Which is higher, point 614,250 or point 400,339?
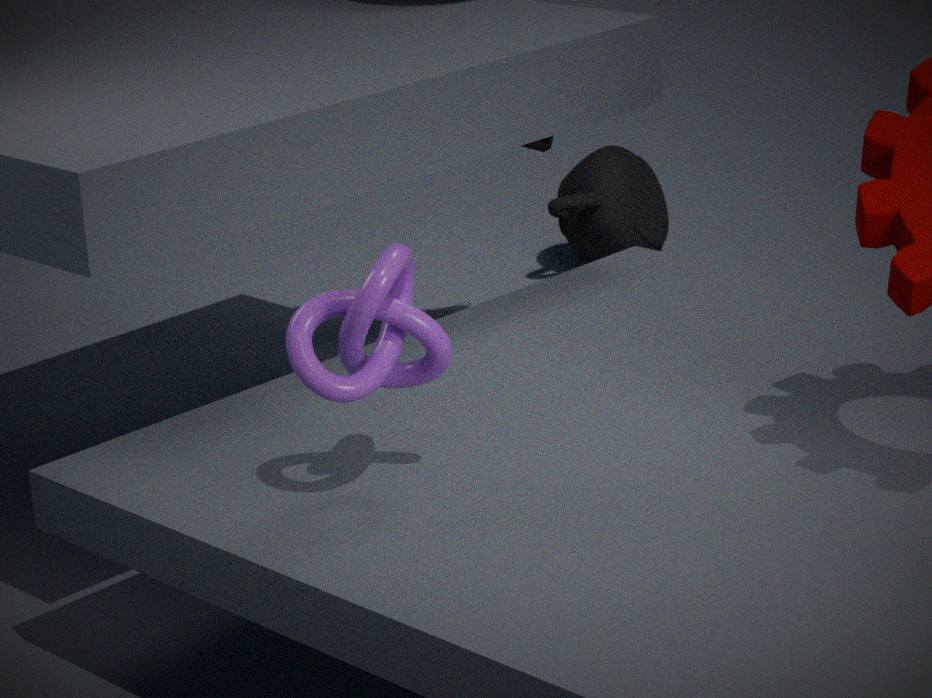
point 400,339
